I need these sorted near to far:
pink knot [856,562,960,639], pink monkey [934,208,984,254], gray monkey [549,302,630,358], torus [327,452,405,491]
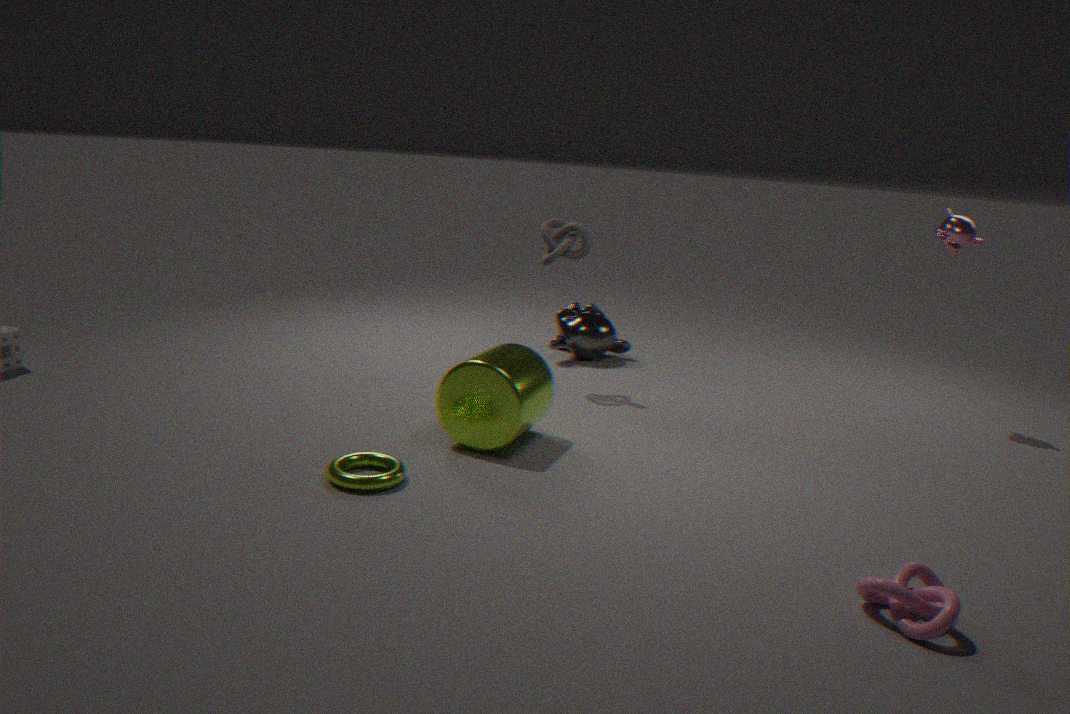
pink knot [856,562,960,639] < torus [327,452,405,491] < pink monkey [934,208,984,254] < gray monkey [549,302,630,358]
